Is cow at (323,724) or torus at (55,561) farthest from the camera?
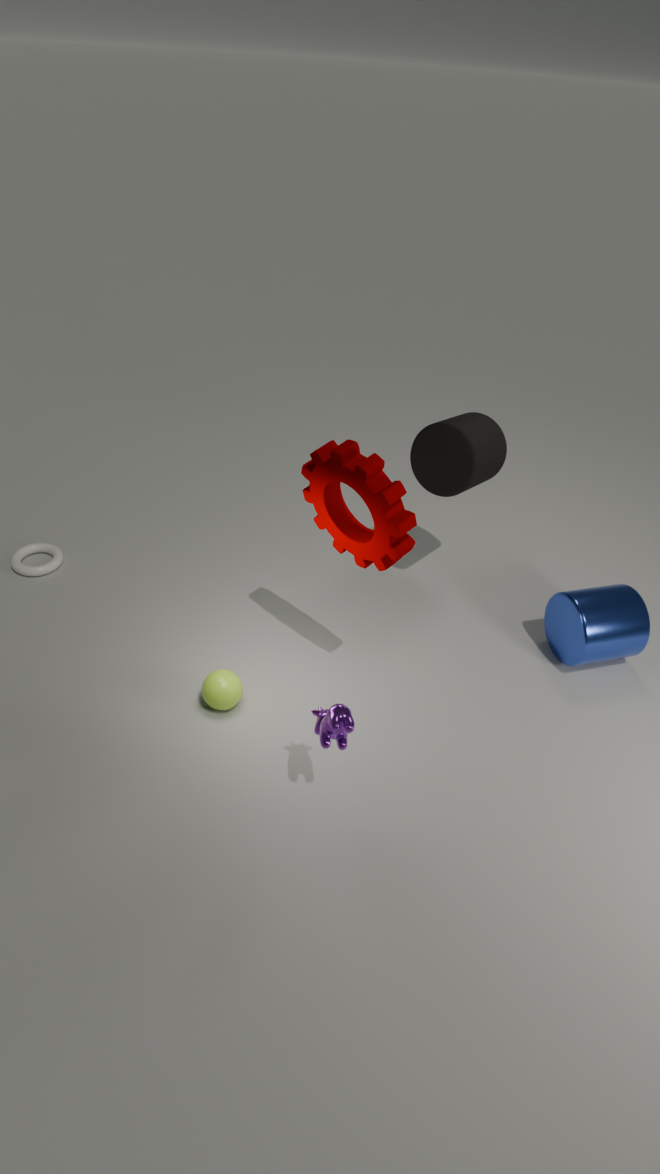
torus at (55,561)
